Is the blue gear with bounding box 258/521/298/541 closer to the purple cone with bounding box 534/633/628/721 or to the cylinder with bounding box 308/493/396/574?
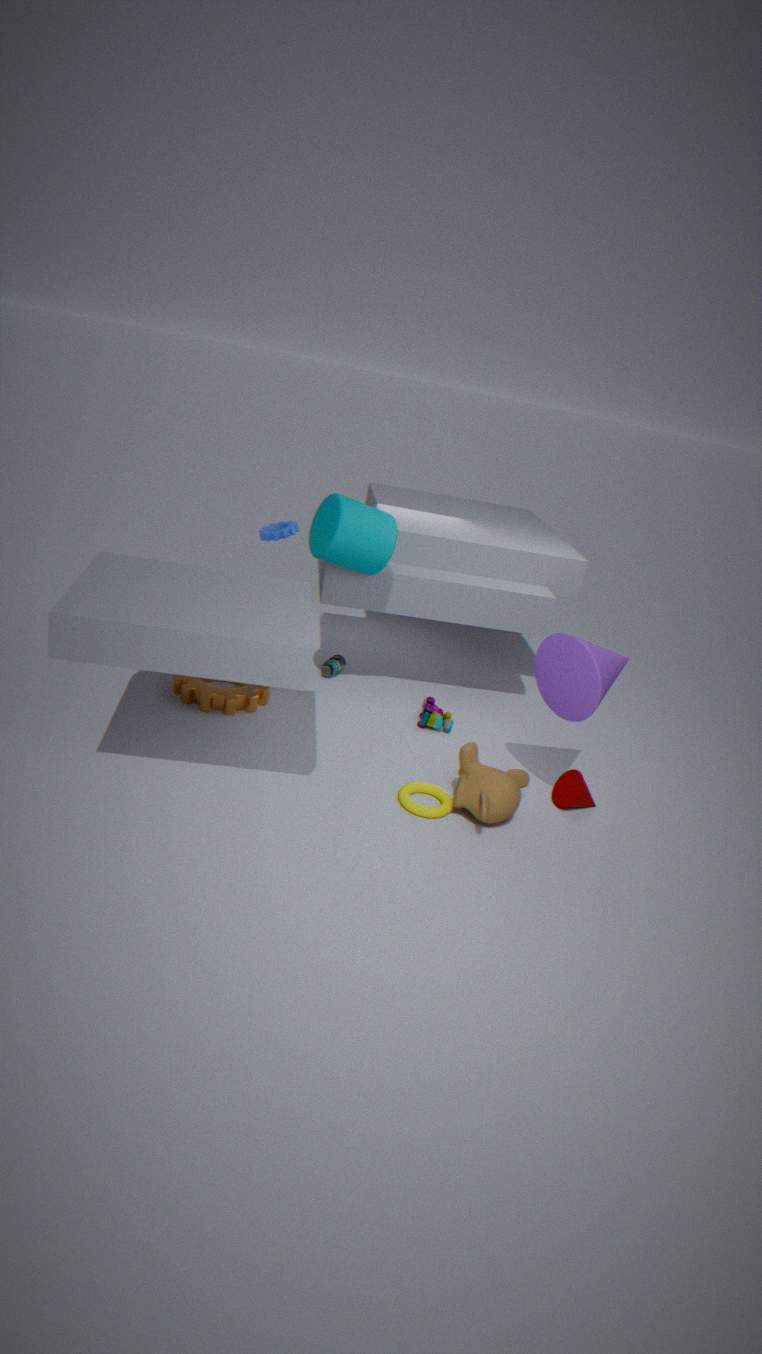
the cylinder with bounding box 308/493/396/574
